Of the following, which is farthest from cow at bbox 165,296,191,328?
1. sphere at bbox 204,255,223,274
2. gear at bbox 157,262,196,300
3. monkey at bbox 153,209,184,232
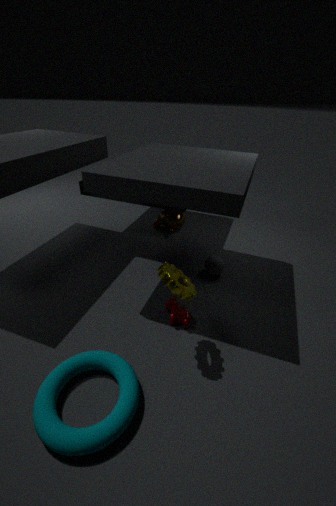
monkey at bbox 153,209,184,232
